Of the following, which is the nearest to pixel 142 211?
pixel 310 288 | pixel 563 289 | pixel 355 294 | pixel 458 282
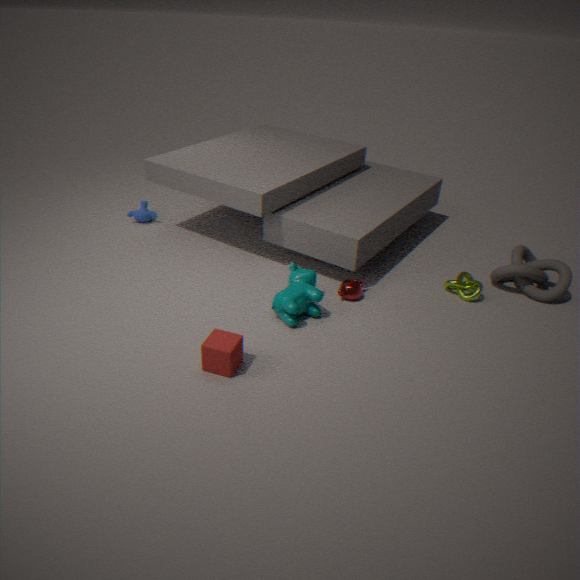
pixel 310 288
